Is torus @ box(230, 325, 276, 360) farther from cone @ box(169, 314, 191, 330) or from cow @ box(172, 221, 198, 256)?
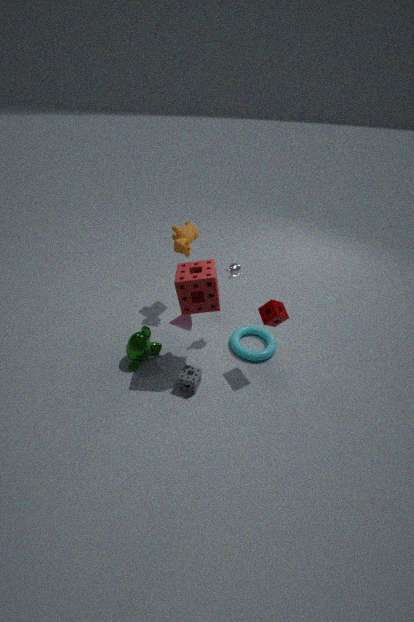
cow @ box(172, 221, 198, 256)
